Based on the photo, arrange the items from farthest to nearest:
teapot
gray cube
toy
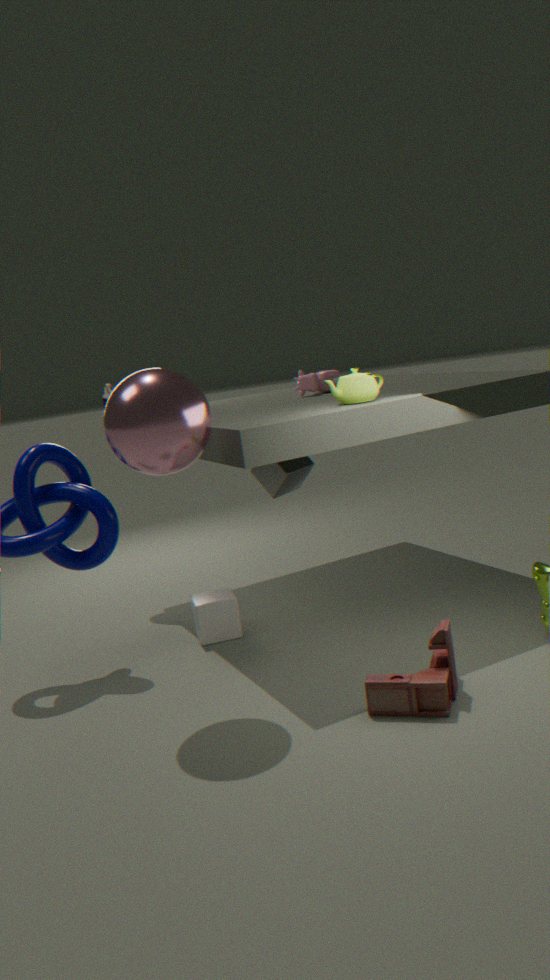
1. gray cube
2. teapot
3. toy
